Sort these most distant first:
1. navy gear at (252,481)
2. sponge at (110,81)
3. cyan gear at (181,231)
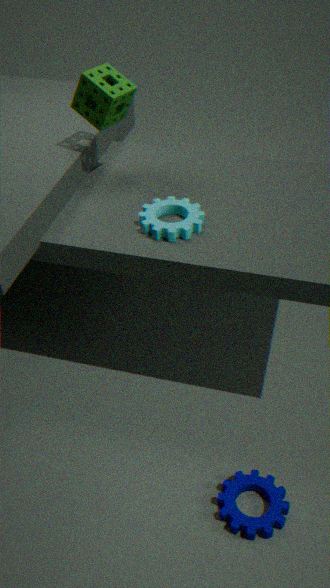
sponge at (110,81) < cyan gear at (181,231) < navy gear at (252,481)
